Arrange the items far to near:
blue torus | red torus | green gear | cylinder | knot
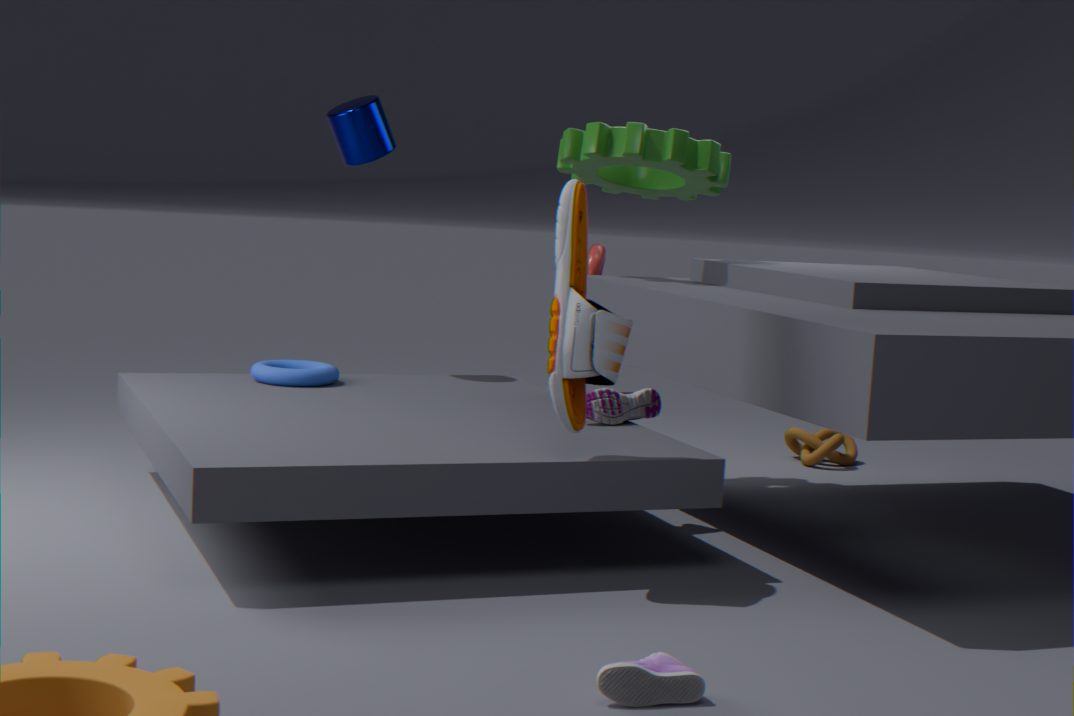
knot
red torus
cylinder
blue torus
green gear
